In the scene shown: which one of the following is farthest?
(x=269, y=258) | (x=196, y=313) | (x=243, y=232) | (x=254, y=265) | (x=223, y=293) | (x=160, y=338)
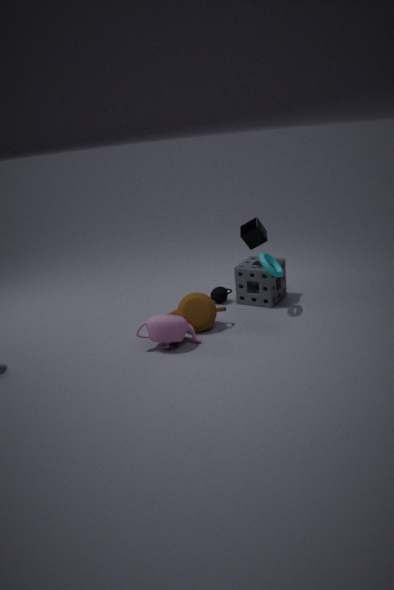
(x=223, y=293)
